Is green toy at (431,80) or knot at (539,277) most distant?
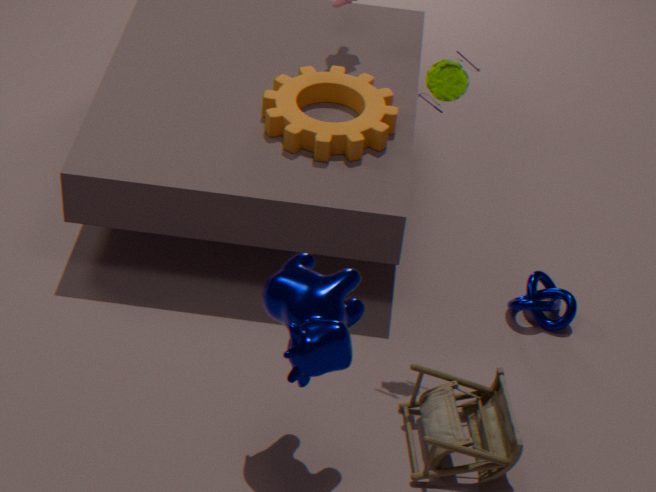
knot at (539,277)
